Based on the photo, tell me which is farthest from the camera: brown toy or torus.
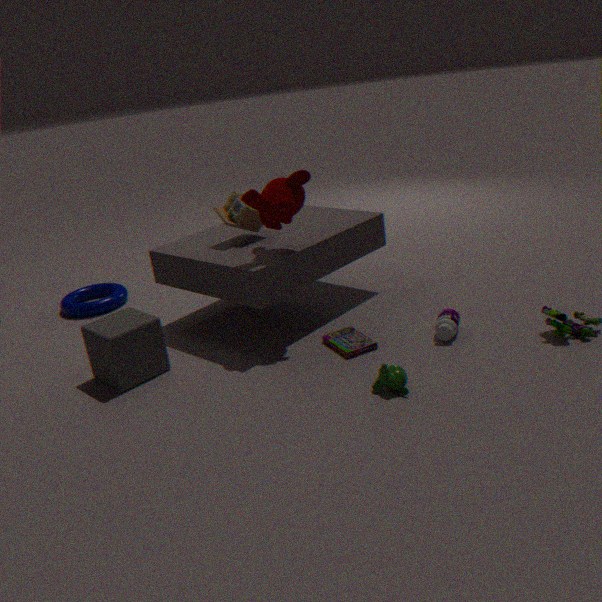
torus
